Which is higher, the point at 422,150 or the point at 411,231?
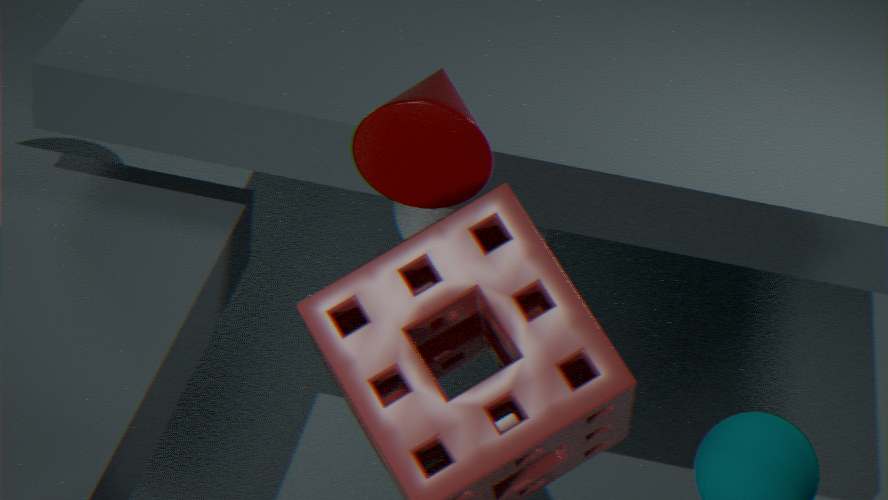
the point at 422,150
